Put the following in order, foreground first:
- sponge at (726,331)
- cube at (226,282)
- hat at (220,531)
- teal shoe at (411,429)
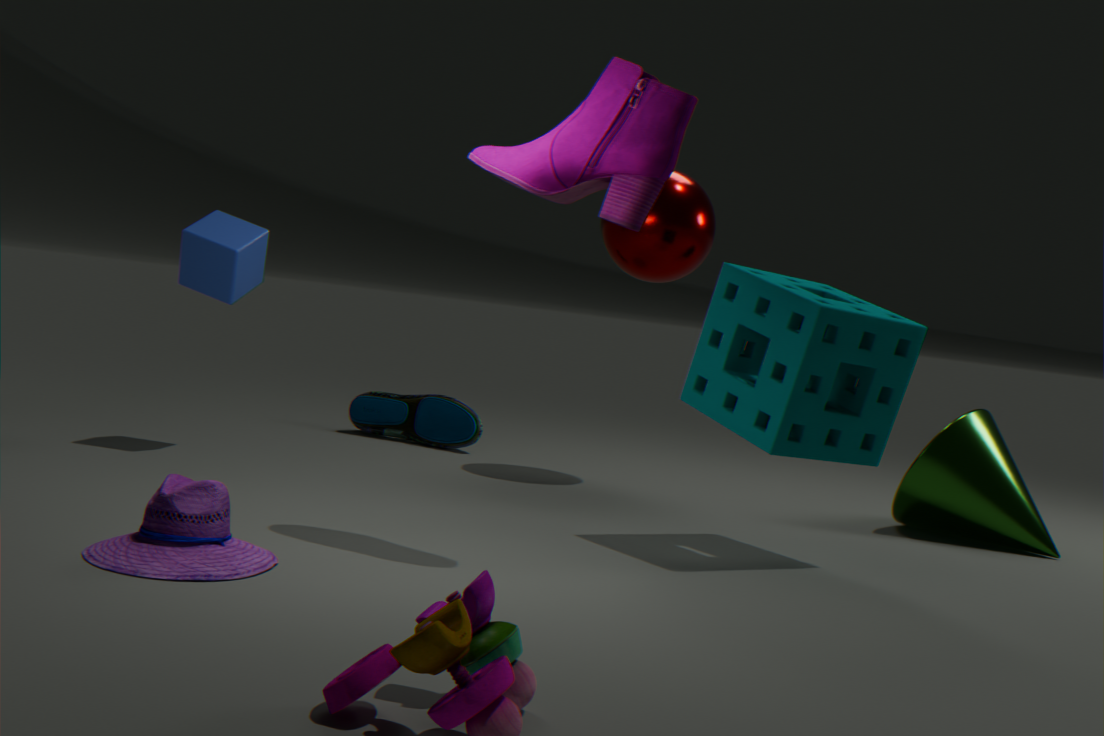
hat at (220,531), sponge at (726,331), cube at (226,282), teal shoe at (411,429)
